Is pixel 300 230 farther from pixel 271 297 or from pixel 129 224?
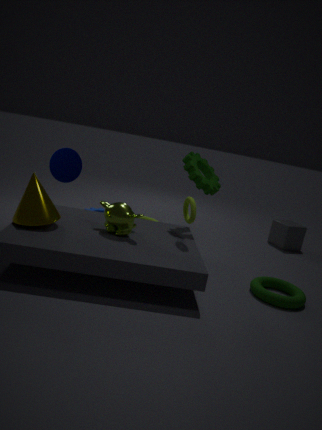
pixel 129 224
